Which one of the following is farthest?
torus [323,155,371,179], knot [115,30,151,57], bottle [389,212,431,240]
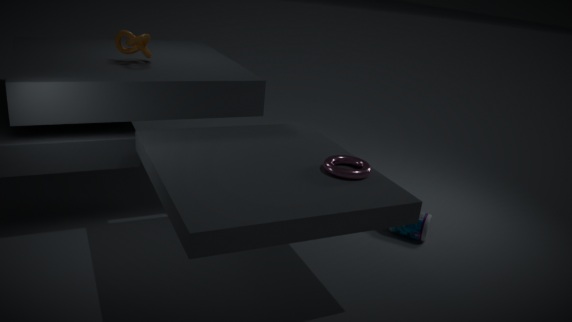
bottle [389,212,431,240]
